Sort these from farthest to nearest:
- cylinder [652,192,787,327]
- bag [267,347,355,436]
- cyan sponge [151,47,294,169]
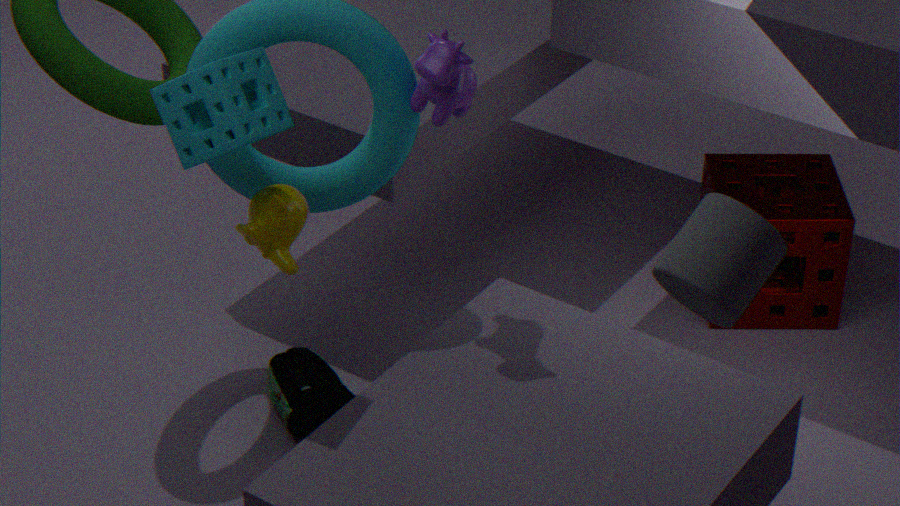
bag [267,347,355,436] < cyan sponge [151,47,294,169] < cylinder [652,192,787,327]
